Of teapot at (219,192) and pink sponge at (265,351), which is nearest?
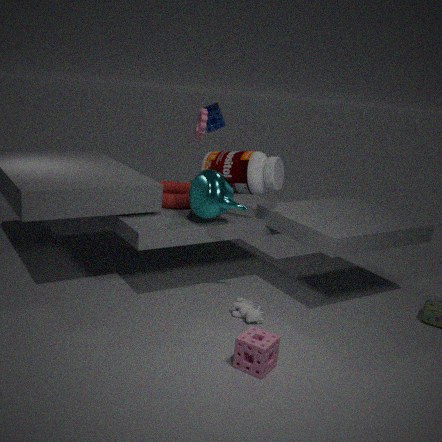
pink sponge at (265,351)
